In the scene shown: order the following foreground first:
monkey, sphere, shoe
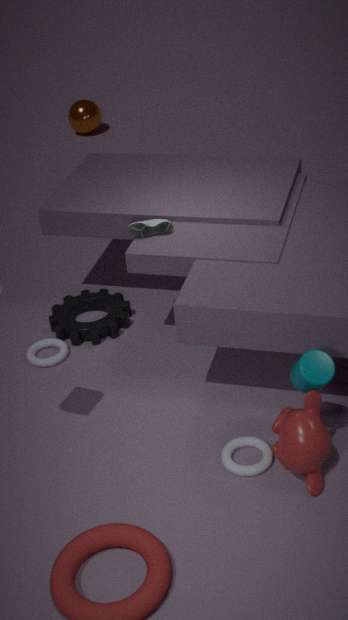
monkey, shoe, sphere
